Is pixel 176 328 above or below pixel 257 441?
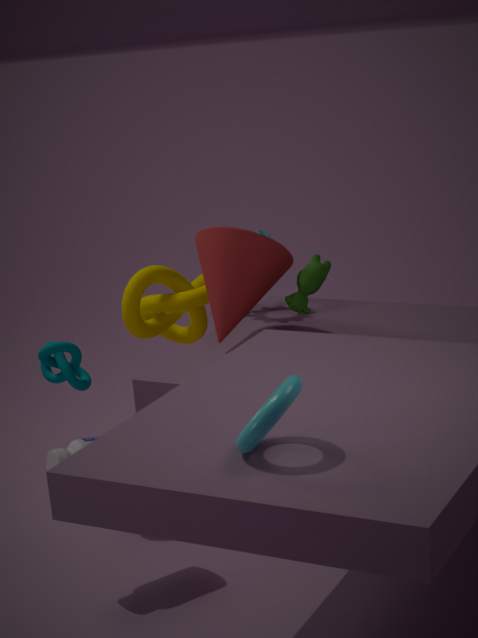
below
